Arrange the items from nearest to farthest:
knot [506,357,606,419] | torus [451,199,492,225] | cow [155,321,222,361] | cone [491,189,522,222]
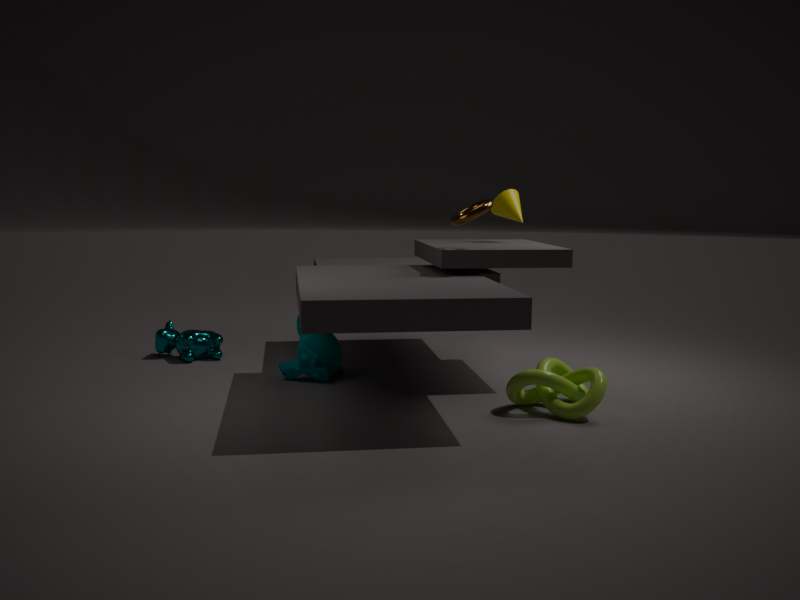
knot [506,357,606,419] < torus [451,199,492,225] < cone [491,189,522,222] < cow [155,321,222,361]
